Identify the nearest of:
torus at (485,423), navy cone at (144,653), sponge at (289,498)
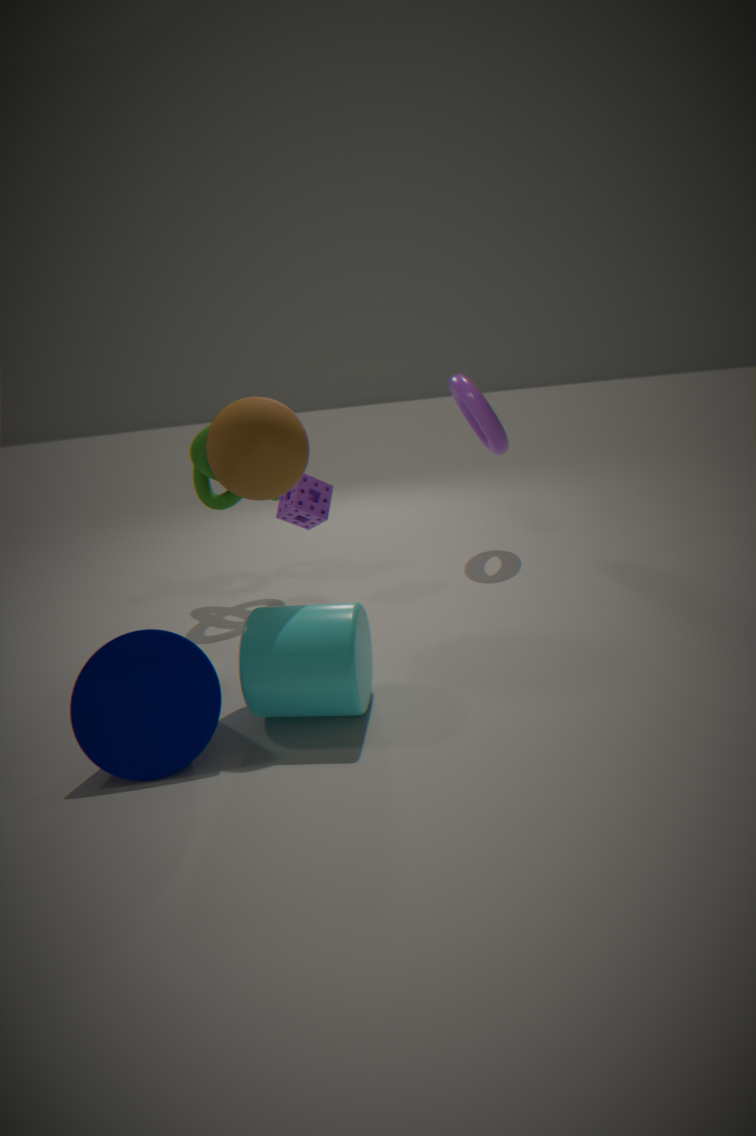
navy cone at (144,653)
